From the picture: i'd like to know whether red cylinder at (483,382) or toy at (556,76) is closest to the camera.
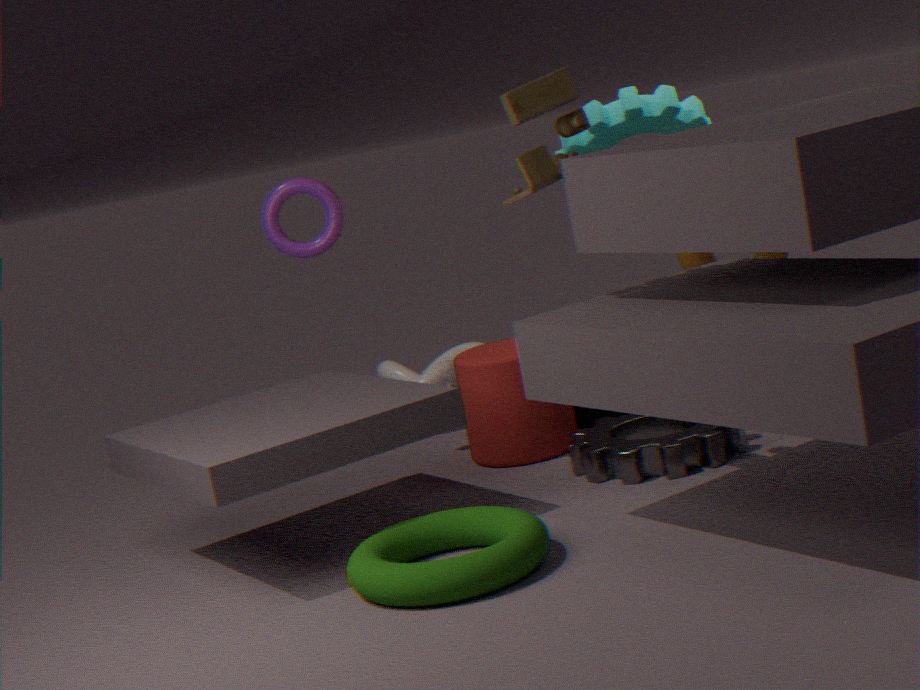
toy at (556,76)
